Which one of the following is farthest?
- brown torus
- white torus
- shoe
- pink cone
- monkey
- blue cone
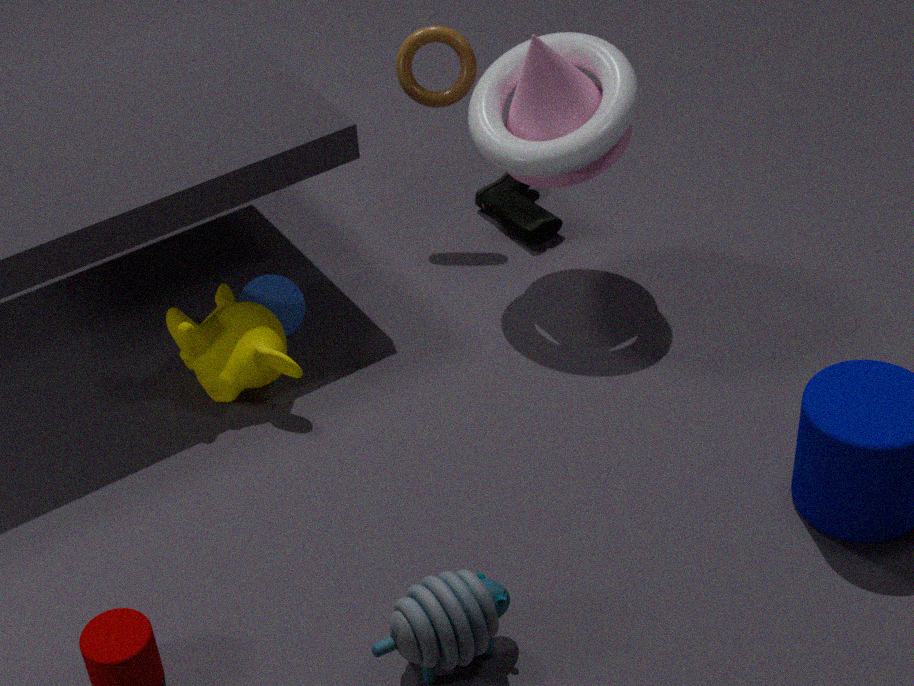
shoe
